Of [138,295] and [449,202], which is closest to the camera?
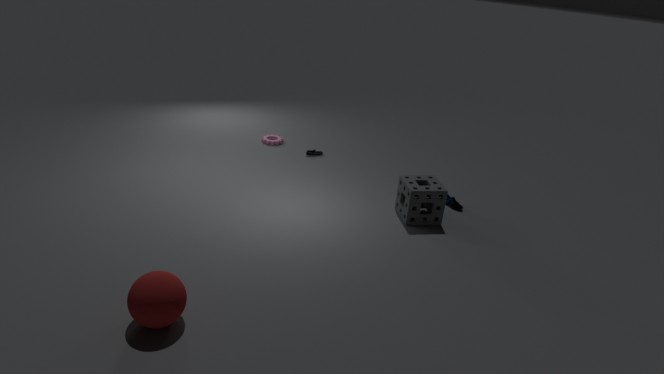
[138,295]
